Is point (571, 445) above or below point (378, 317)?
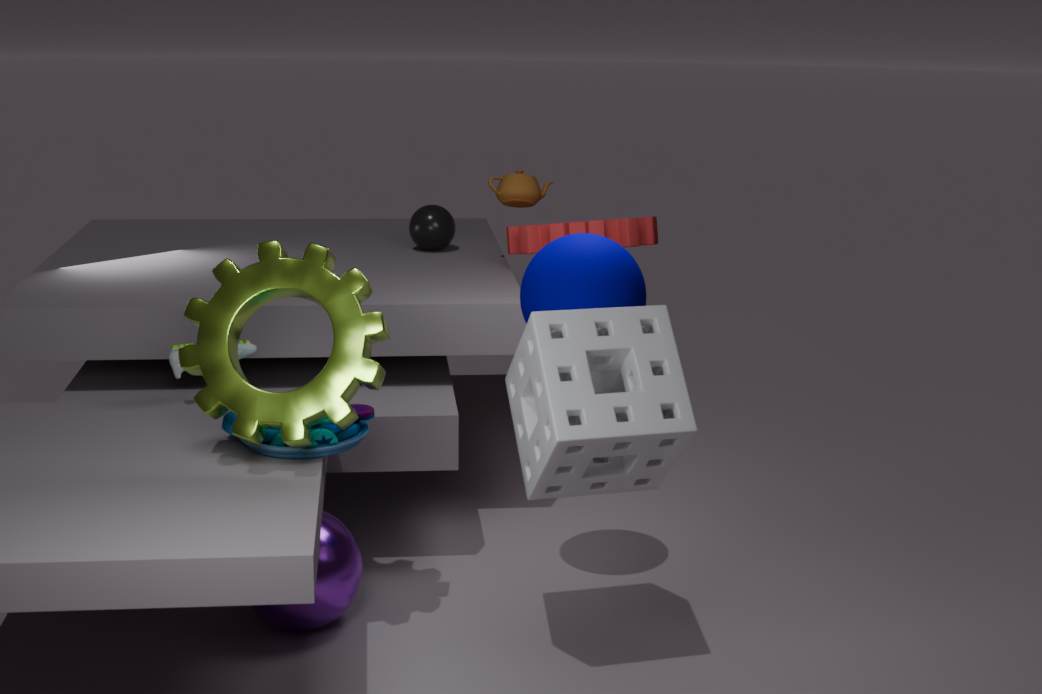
below
